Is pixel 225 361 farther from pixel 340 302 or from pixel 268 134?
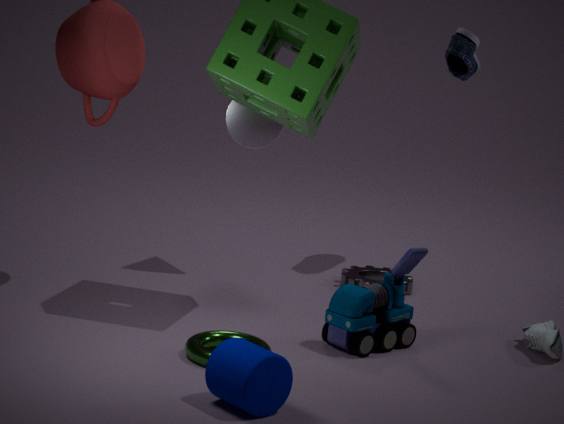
pixel 268 134
